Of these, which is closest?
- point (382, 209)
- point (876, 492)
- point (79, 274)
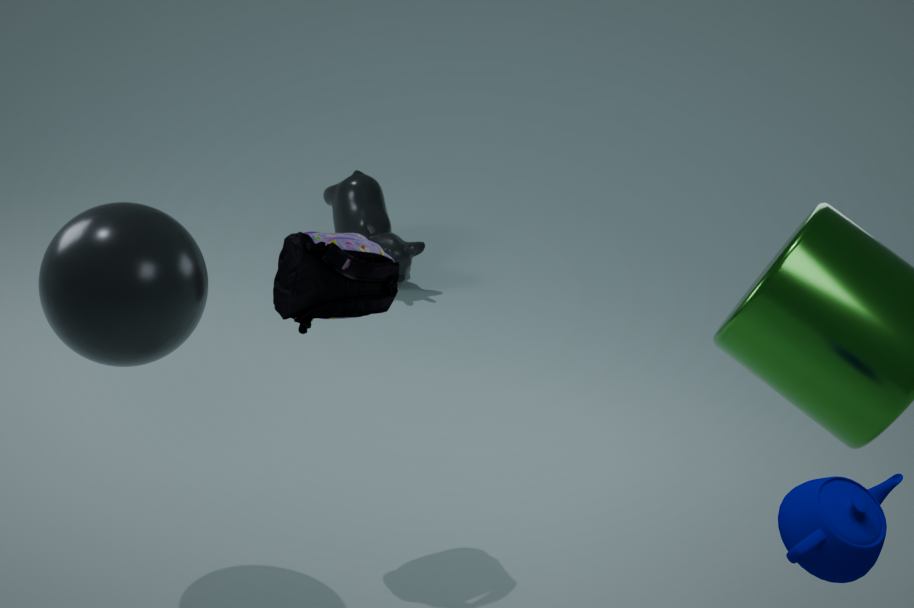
point (876, 492)
